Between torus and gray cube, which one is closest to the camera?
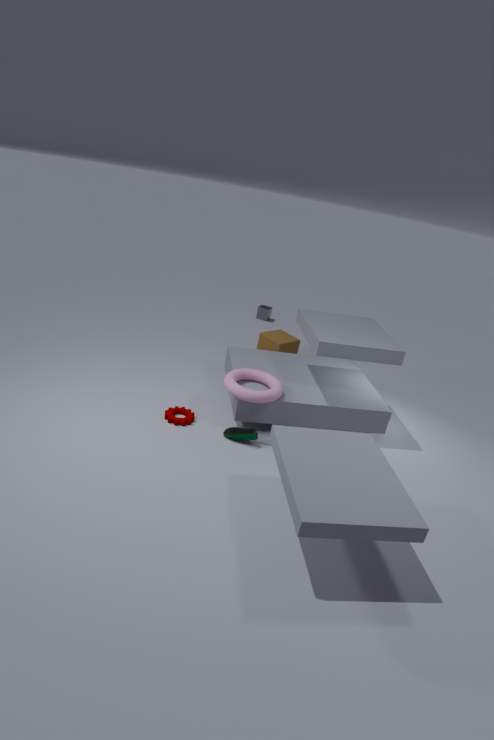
torus
